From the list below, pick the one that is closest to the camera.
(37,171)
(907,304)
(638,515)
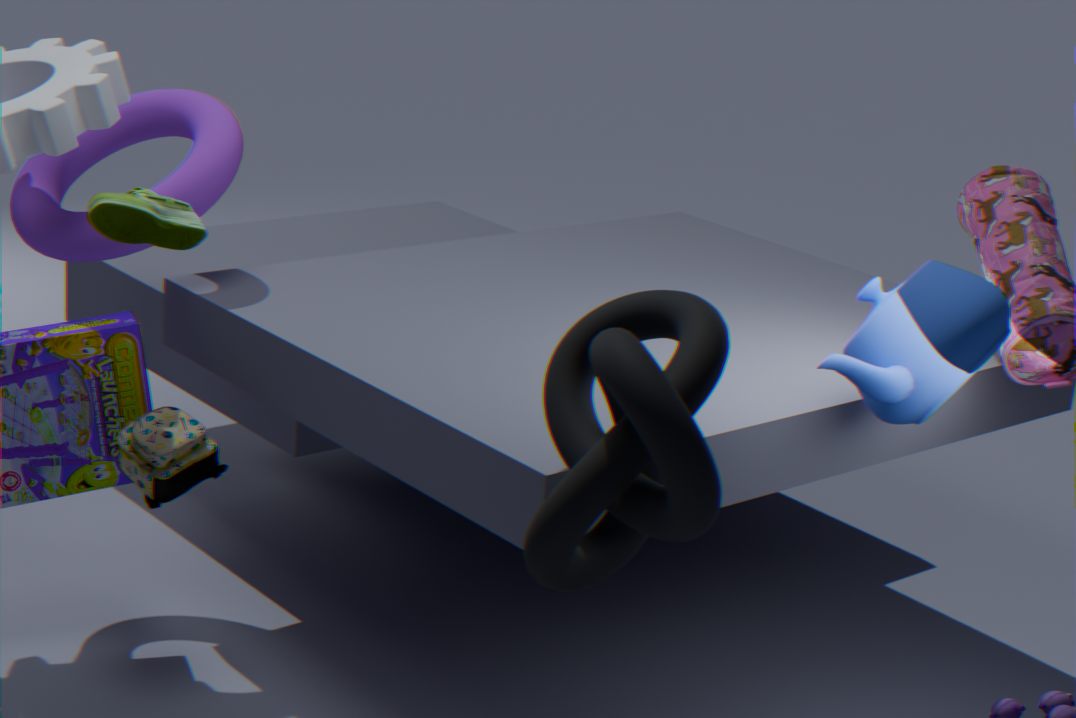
(638,515)
